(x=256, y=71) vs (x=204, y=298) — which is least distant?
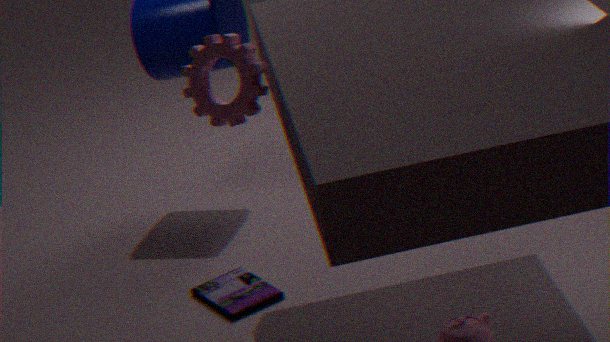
(x=256, y=71)
